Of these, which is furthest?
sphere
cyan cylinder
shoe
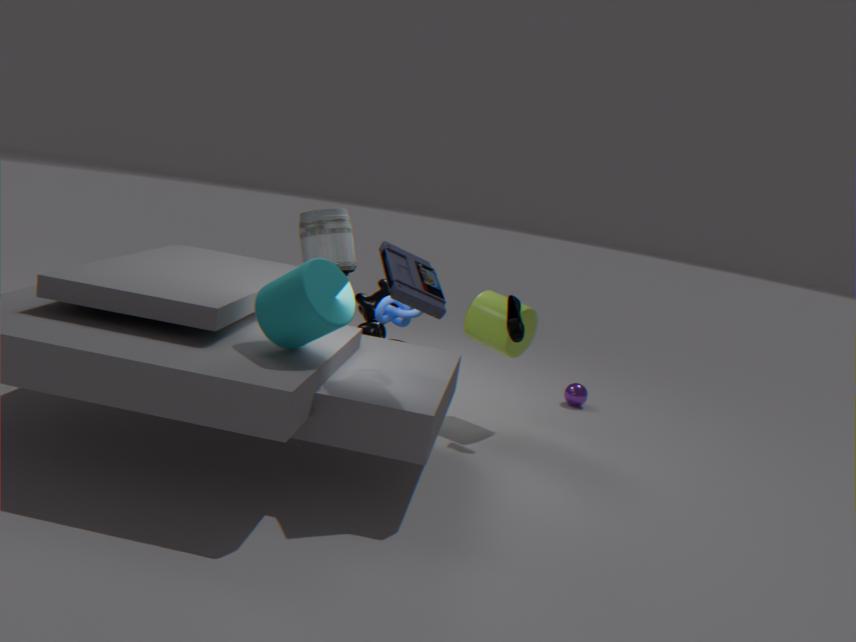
sphere
